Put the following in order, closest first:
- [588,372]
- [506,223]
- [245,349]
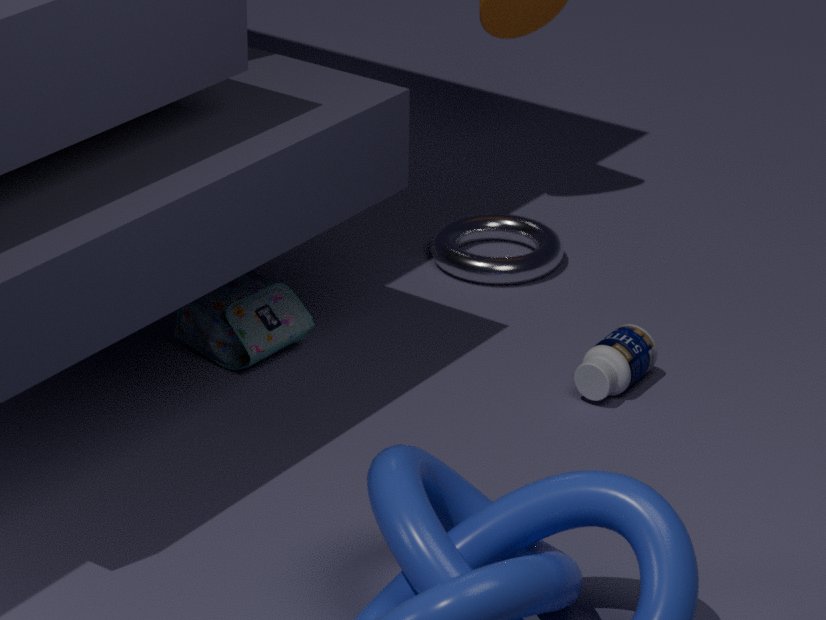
[588,372] < [245,349] < [506,223]
